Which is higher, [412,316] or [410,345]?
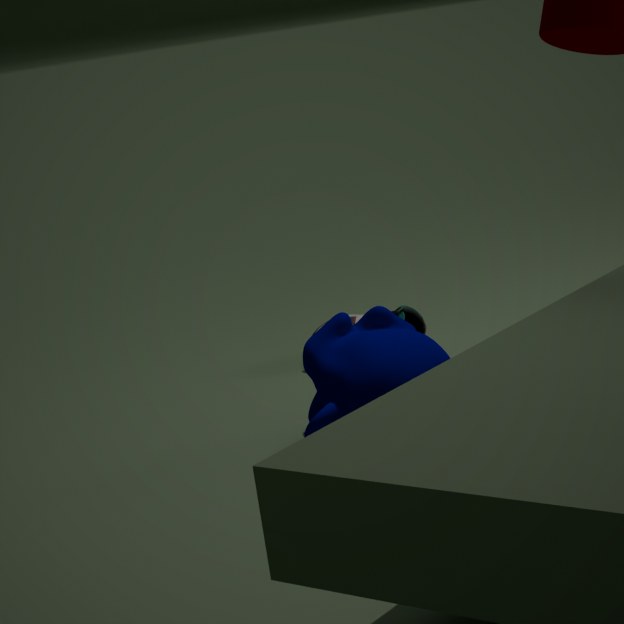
[410,345]
